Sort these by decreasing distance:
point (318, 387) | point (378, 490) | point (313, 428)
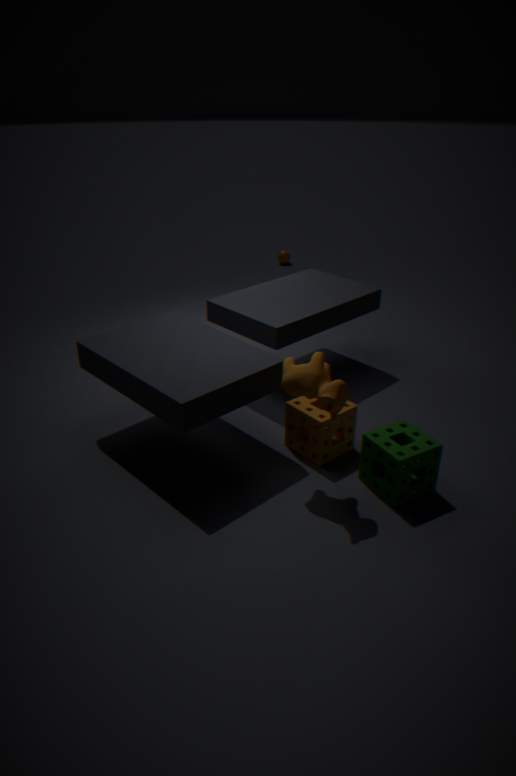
point (313, 428) → point (378, 490) → point (318, 387)
